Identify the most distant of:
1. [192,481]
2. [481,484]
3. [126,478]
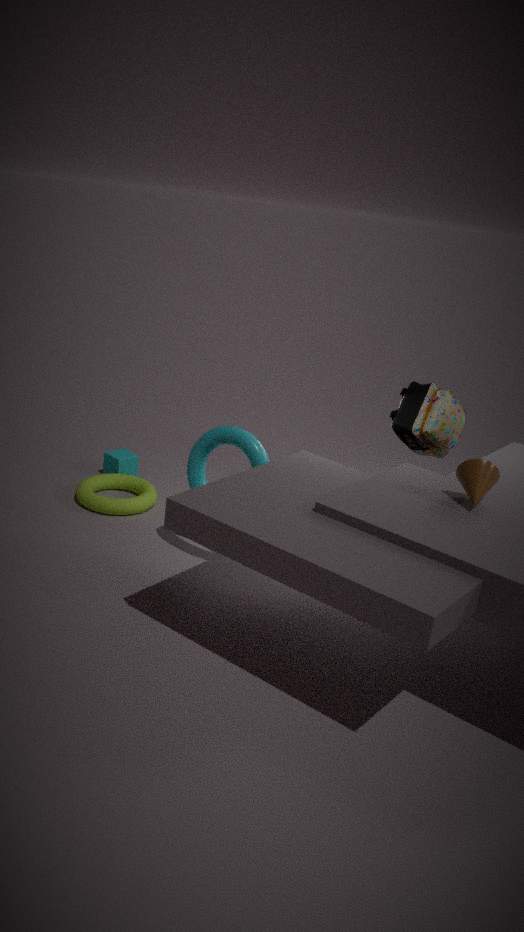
[126,478]
